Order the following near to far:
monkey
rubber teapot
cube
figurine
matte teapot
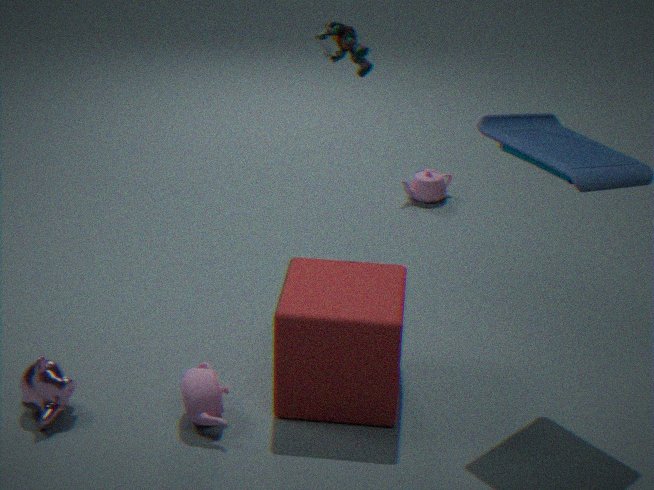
1. cube
2. matte teapot
3. monkey
4. figurine
5. rubber teapot
